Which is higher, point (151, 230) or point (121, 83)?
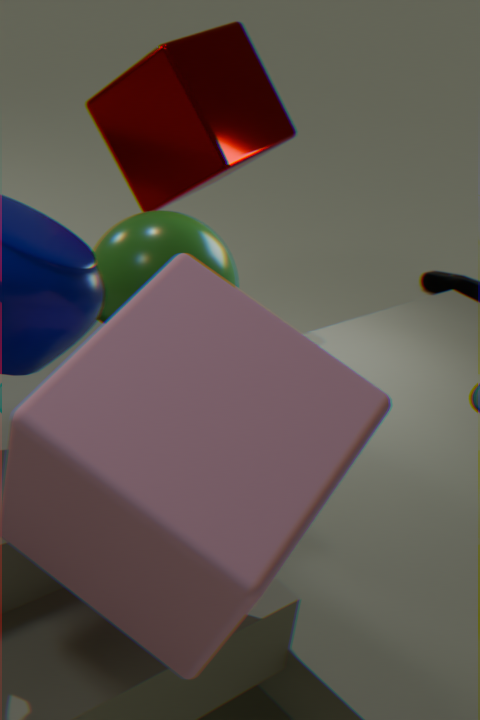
point (121, 83)
